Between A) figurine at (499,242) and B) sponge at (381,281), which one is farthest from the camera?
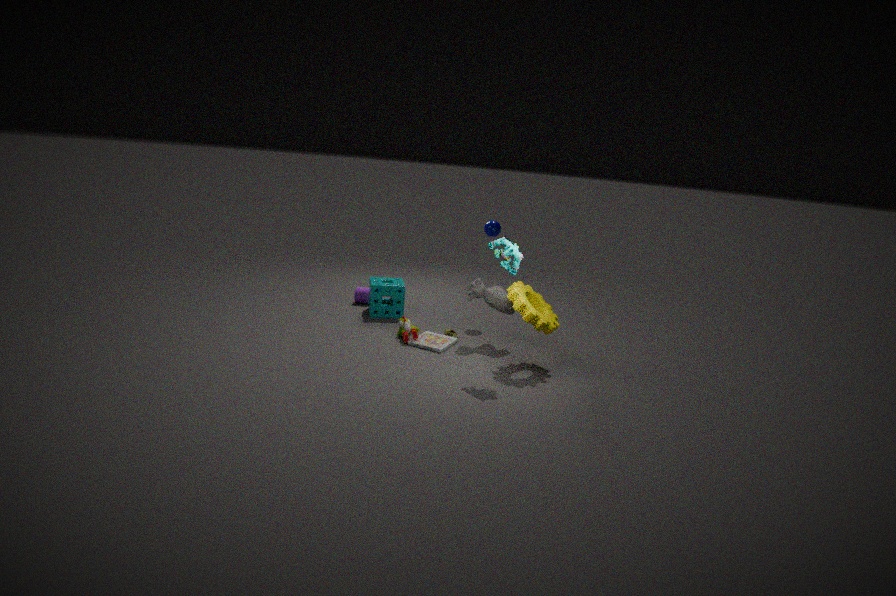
B. sponge at (381,281)
